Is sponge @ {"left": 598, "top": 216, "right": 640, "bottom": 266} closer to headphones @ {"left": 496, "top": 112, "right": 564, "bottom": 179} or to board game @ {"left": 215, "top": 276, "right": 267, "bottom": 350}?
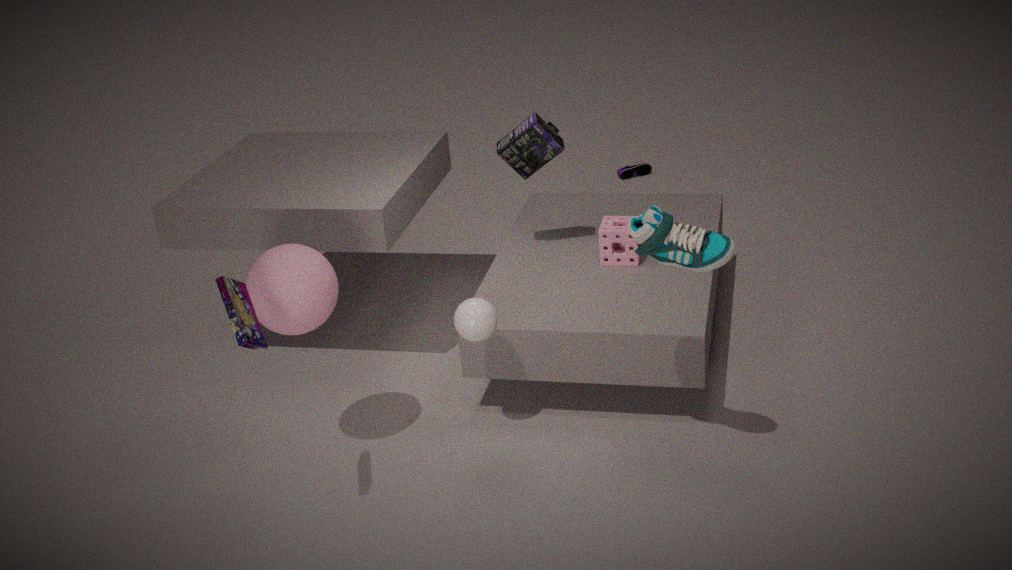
headphones @ {"left": 496, "top": 112, "right": 564, "bottom": 179}
